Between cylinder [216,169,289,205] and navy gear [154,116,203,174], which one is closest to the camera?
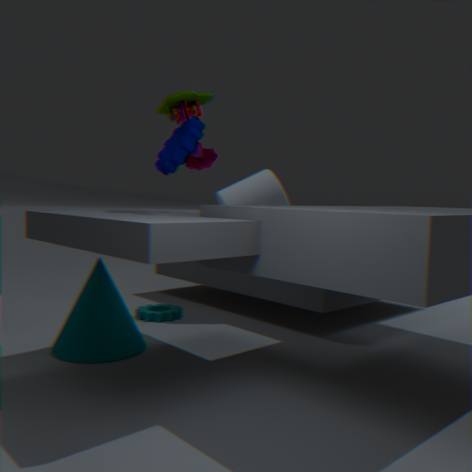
navy gear [154,116,203,174]
